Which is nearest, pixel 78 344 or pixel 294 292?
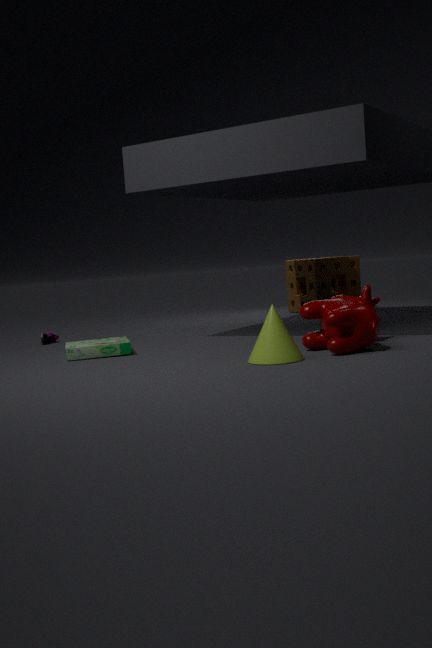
pixel 78 344
